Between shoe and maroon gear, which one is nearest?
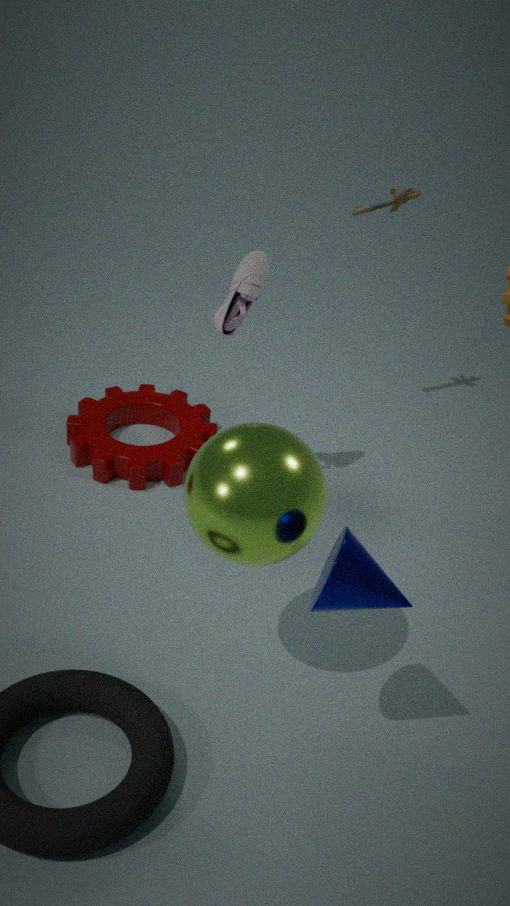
shoe
